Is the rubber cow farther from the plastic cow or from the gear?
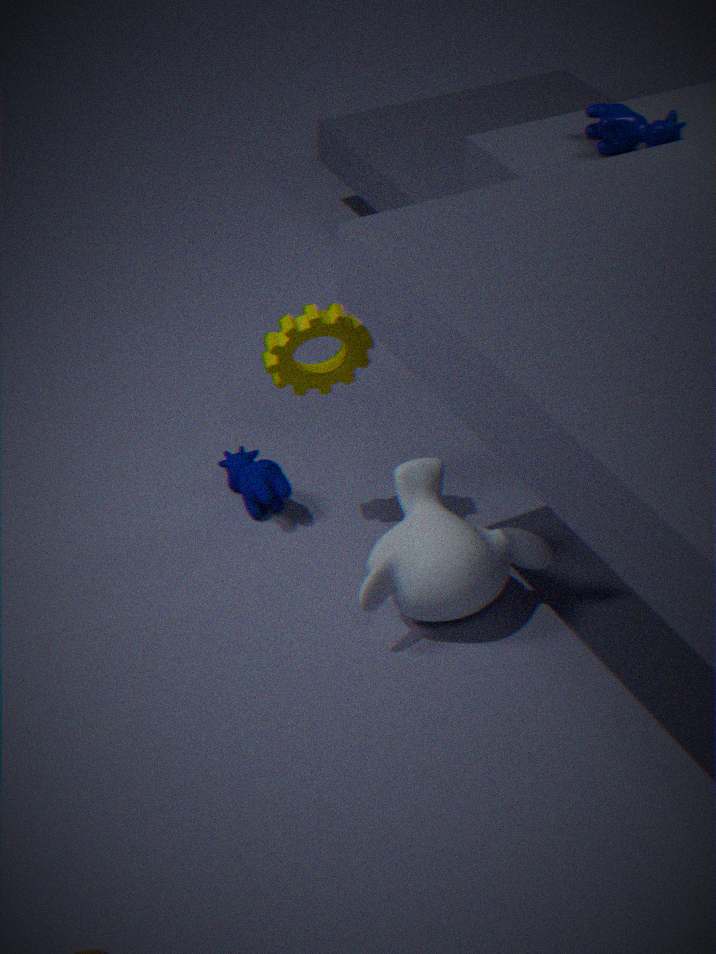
the plastic cow
